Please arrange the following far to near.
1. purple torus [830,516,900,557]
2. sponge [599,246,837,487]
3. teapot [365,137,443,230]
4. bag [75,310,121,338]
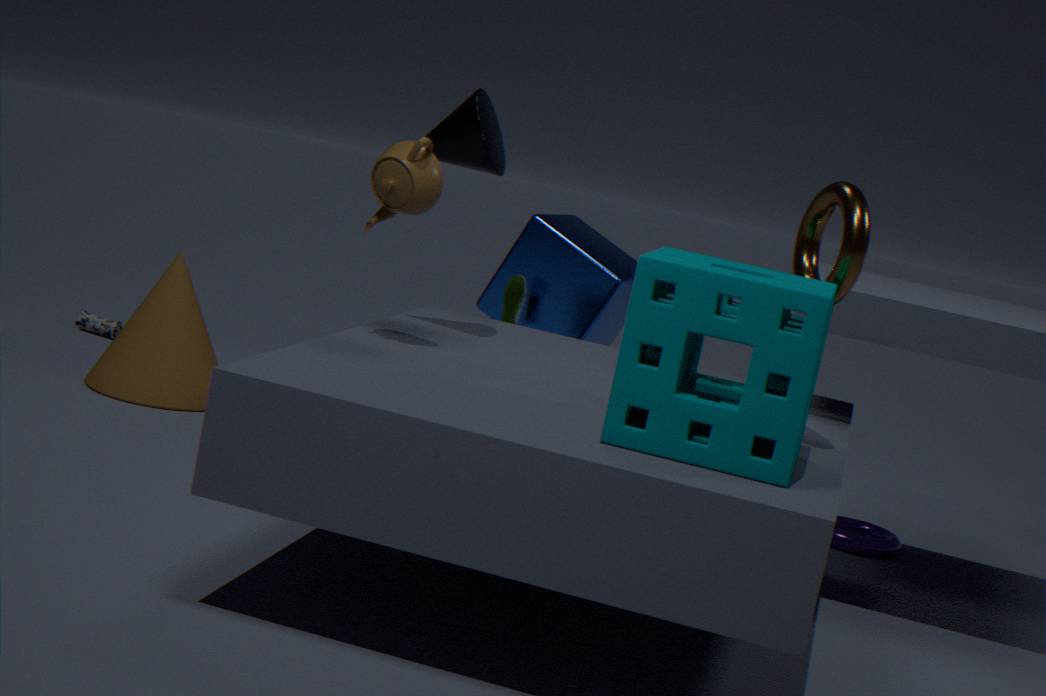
bag [75,310,121,338], purple torus [830,516,900,557], teapot [365,137,443,230], sponge [599,246,837,487]
